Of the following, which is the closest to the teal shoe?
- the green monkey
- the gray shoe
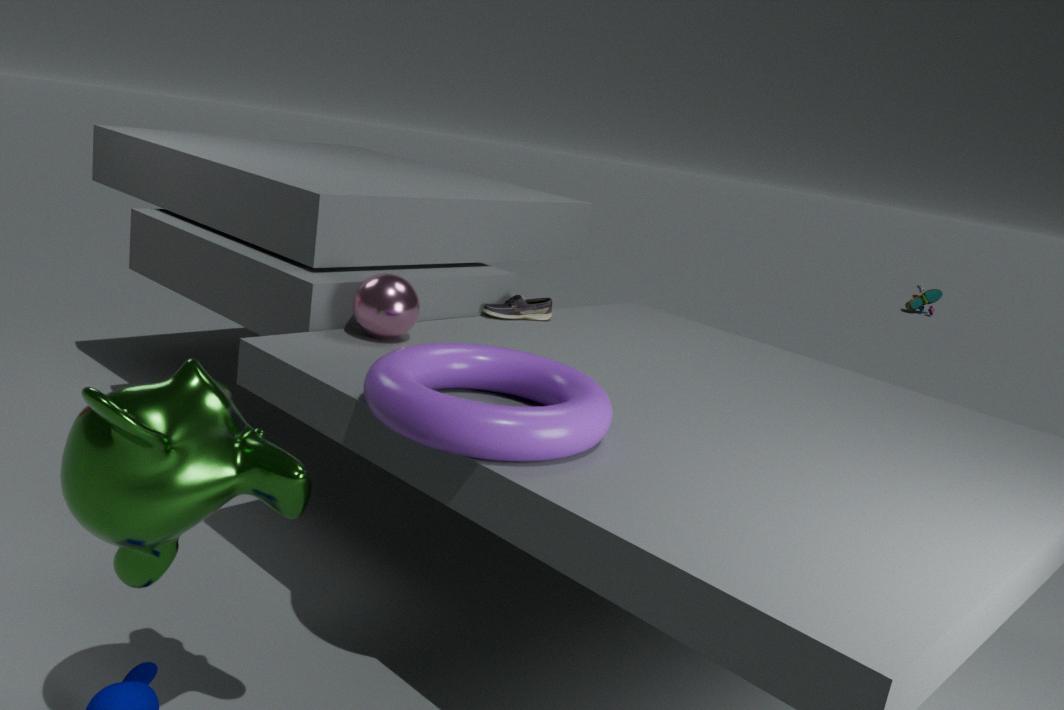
the gray shoe
